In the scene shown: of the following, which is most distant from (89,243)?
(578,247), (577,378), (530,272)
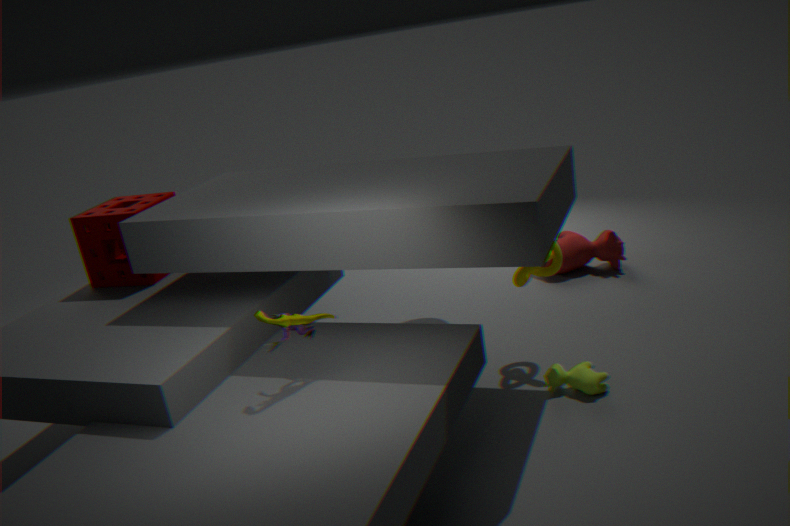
(578,247)
